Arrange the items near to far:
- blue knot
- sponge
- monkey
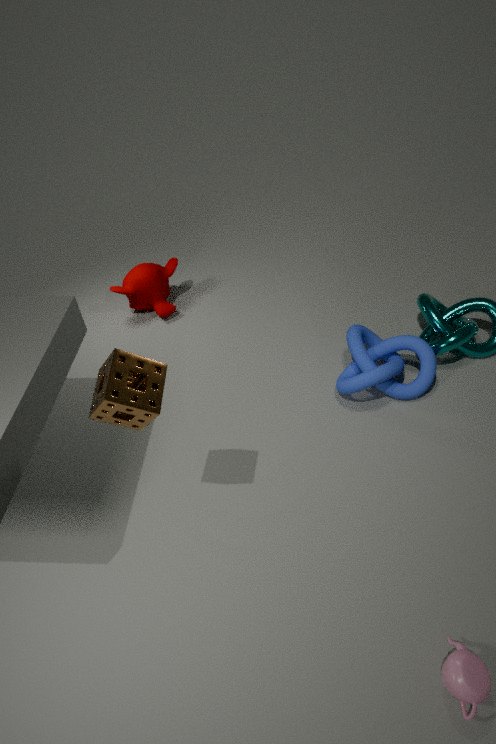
sponge
blue knot
monkey
